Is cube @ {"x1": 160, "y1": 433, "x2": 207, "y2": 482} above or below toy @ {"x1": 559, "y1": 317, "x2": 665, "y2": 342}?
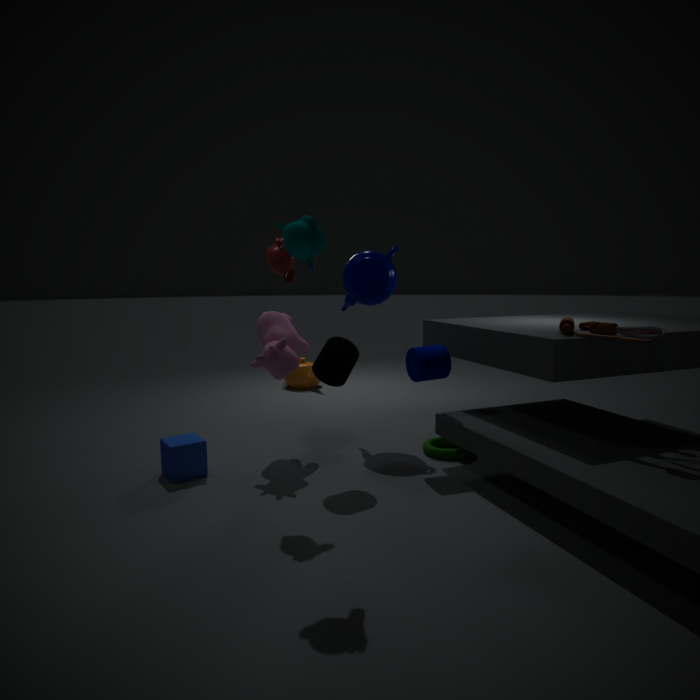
below
